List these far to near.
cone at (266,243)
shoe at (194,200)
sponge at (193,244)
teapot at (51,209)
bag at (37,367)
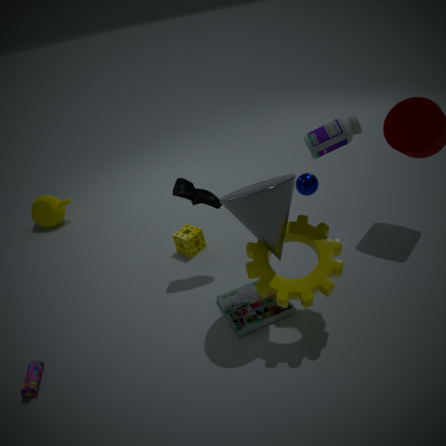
teapot at (51,209), sponge at (193,244), shoe at (194,200), bag at (37,367), cone at (266,243)
